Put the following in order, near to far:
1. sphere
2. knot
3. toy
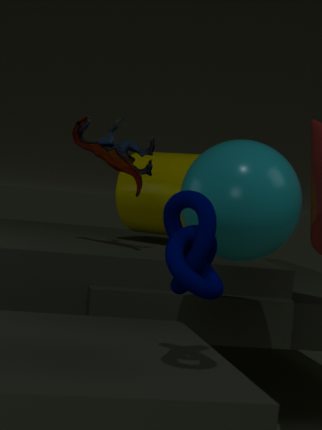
knot < sphere < toy
